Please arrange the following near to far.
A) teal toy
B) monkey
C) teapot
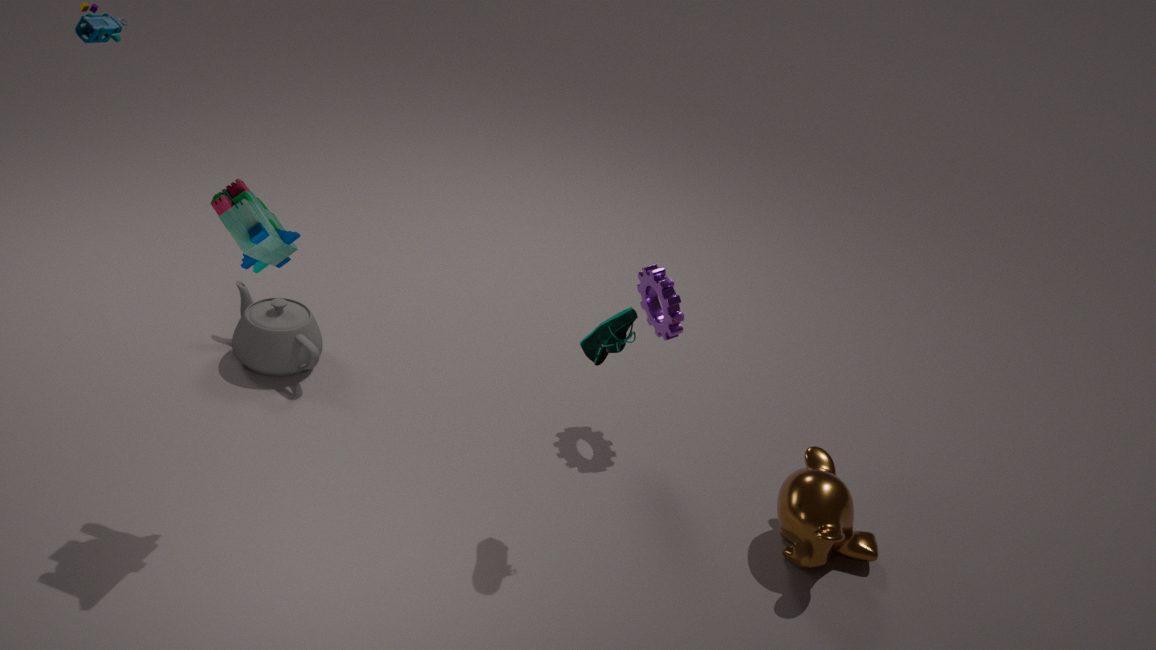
teal toy, monkey, teapot
